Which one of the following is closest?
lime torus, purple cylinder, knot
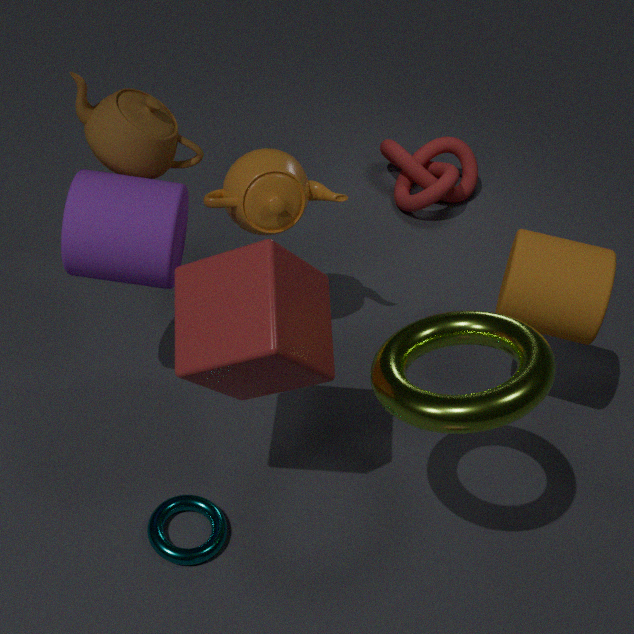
lime torus
